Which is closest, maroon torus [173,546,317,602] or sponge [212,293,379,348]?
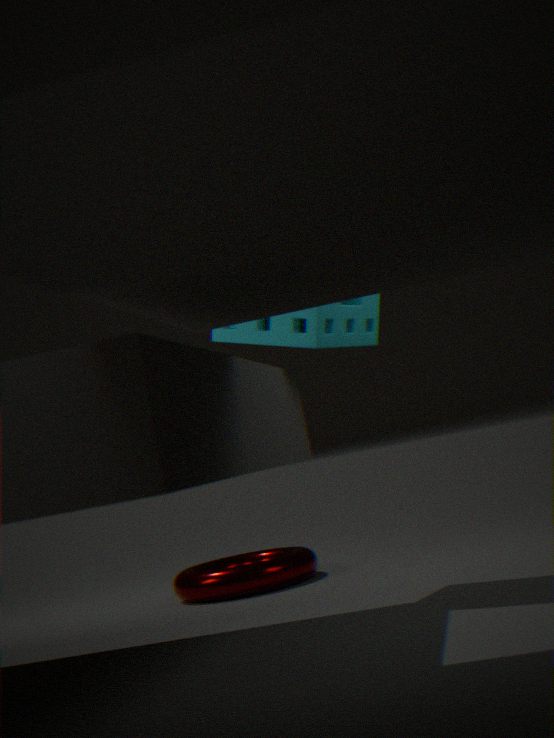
sponge [212,293,379,348]
